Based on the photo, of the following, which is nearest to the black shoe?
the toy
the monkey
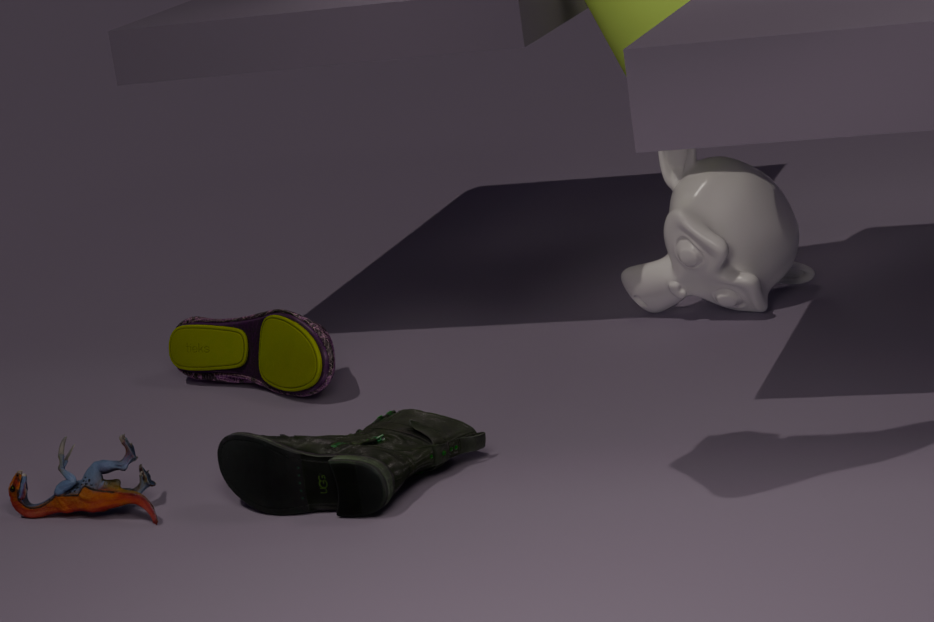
the toy
